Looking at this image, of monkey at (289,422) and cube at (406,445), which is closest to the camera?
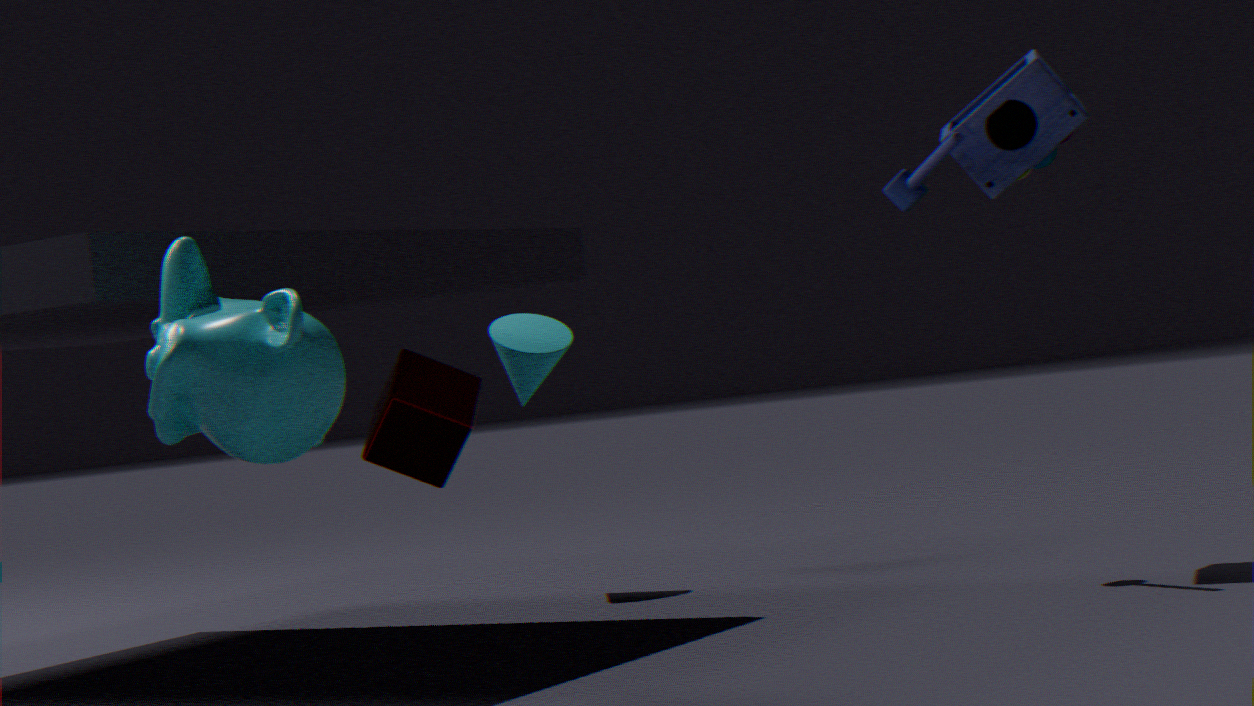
monkey at (289,422)
